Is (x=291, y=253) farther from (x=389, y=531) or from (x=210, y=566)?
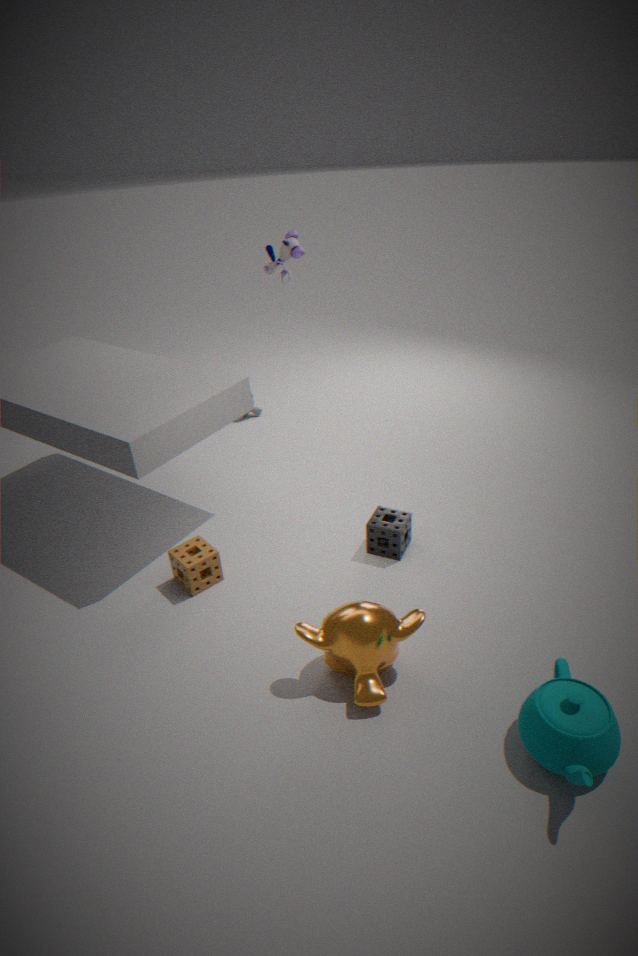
(x=210, y=566)
